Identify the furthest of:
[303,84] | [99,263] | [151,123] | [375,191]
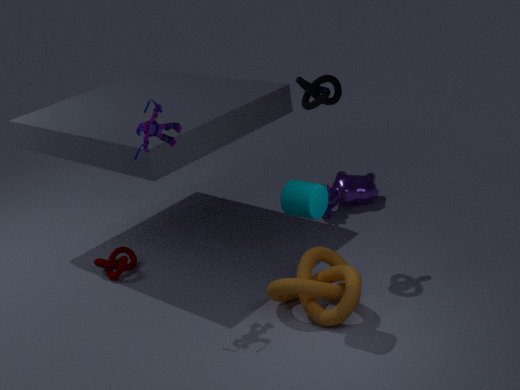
[375,191]
